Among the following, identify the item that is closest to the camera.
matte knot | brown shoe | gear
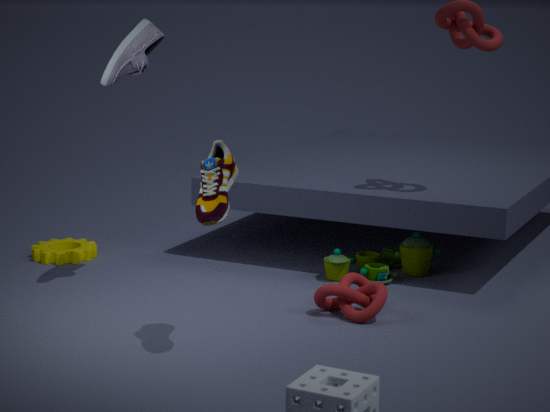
brown shoe
